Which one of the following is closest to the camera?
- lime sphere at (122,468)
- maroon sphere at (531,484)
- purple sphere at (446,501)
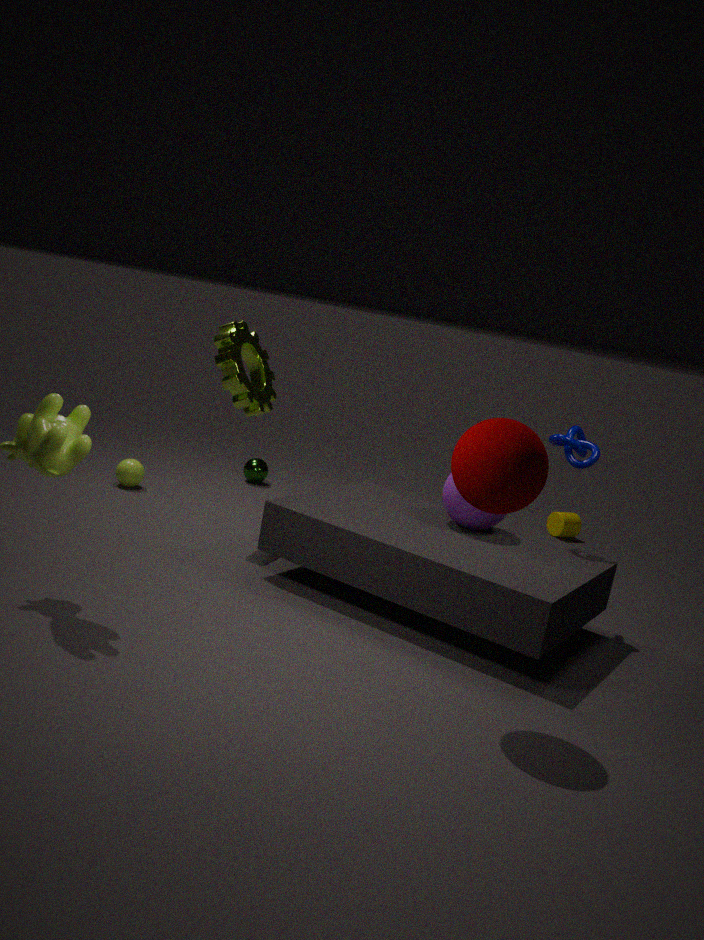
maroon sphere at (531,484)
